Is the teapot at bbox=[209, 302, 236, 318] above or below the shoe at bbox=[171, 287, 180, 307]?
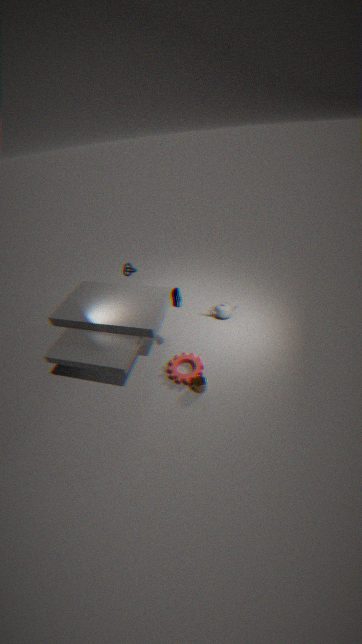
below
